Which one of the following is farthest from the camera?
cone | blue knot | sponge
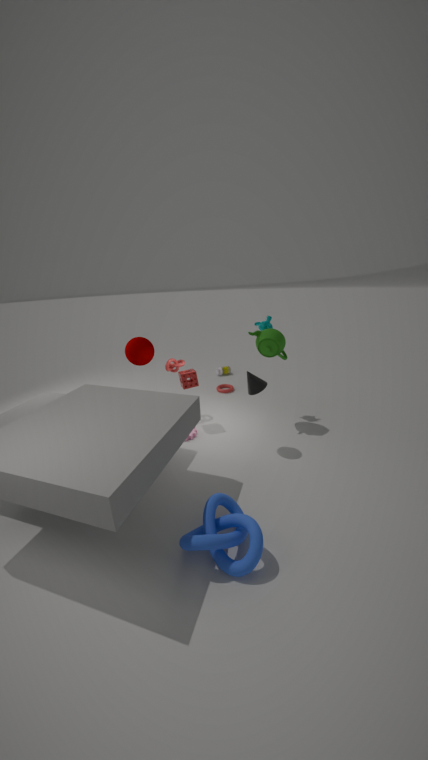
sponge
